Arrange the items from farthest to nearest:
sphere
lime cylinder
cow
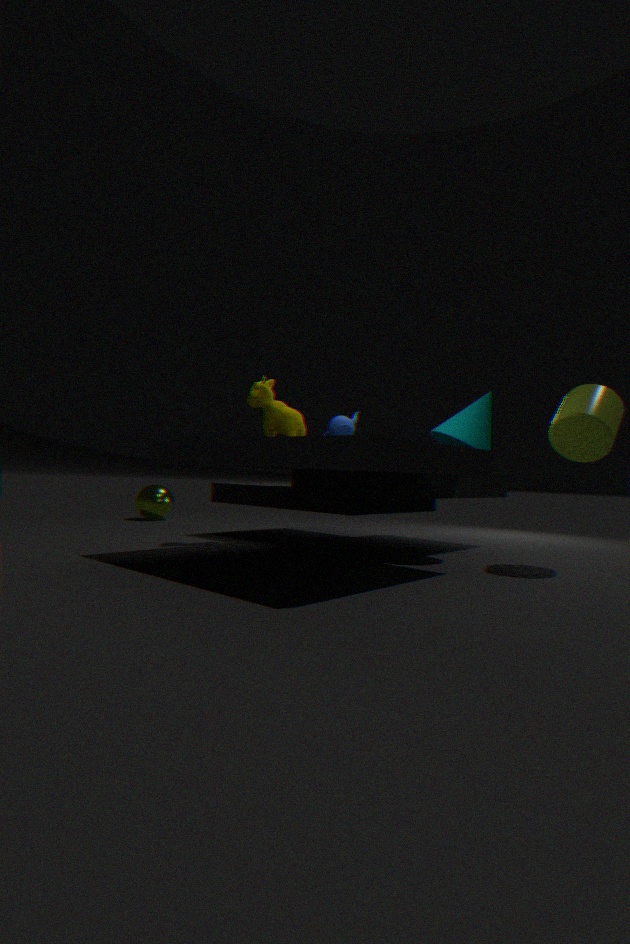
sphere → cow → lime cylinder
